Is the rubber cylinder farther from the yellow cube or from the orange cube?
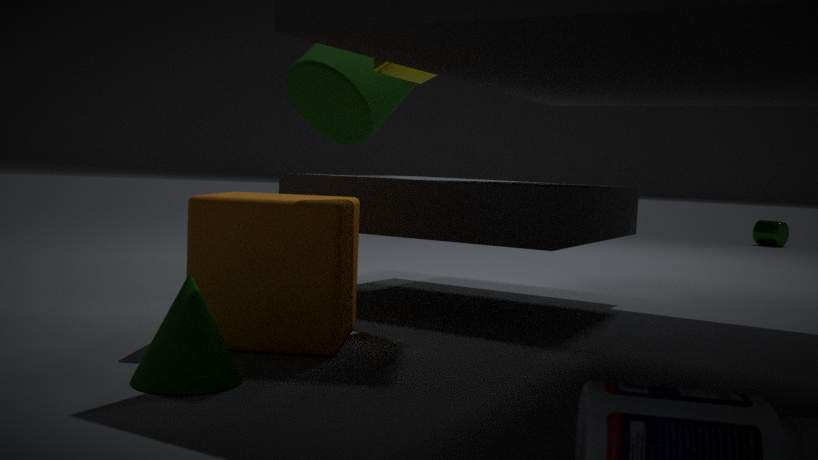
the orange cube
